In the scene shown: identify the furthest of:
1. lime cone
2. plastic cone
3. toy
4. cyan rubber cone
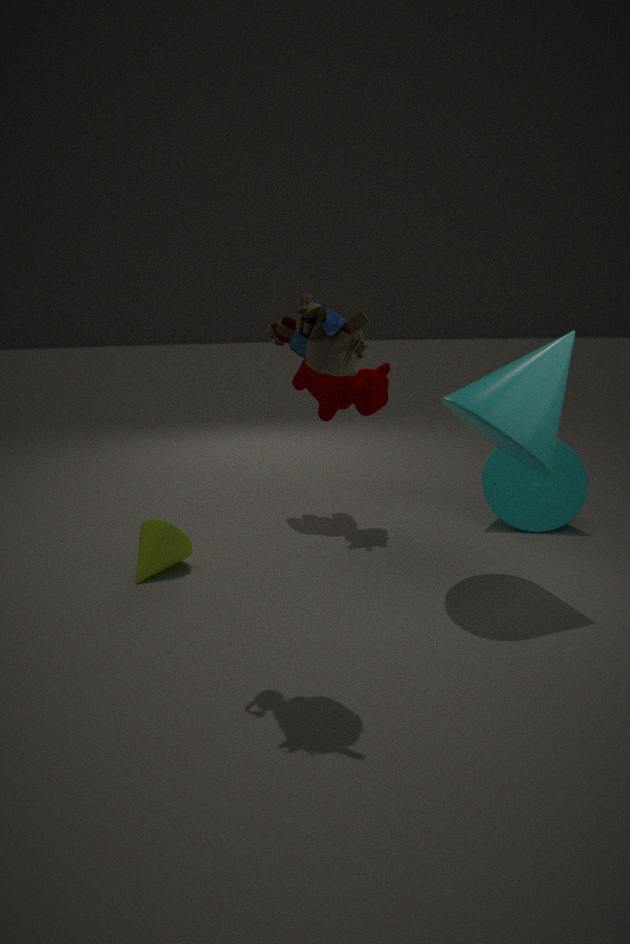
cyan rubber cone
